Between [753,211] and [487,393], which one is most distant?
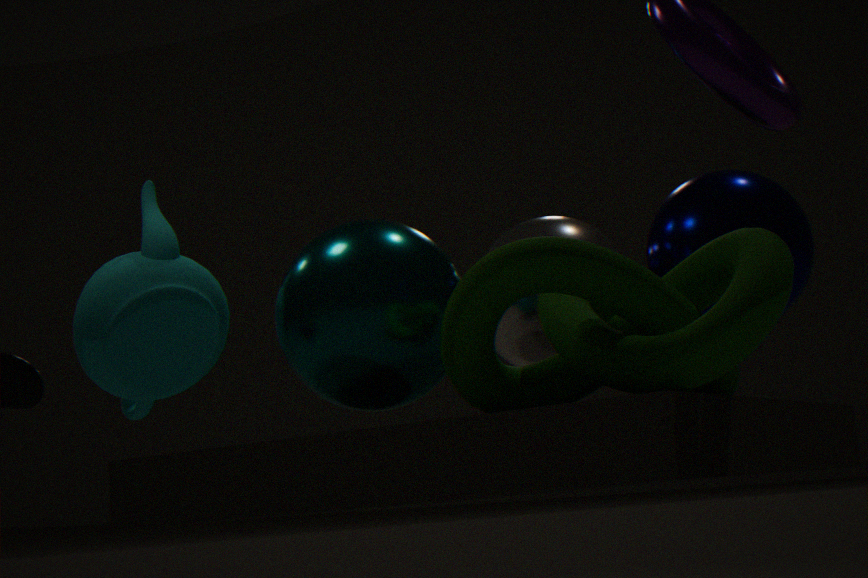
[753,211]
